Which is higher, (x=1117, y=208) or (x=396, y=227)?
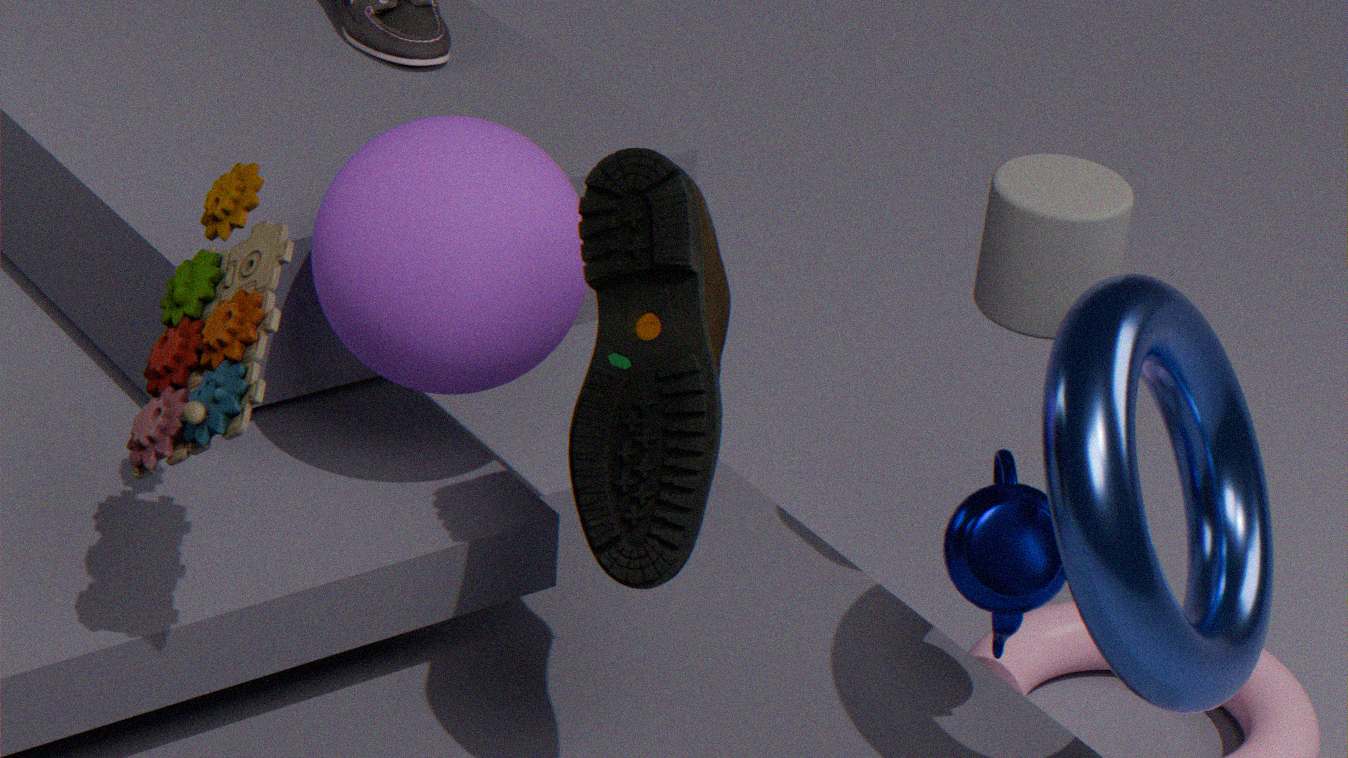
(x=1117, y=208)
